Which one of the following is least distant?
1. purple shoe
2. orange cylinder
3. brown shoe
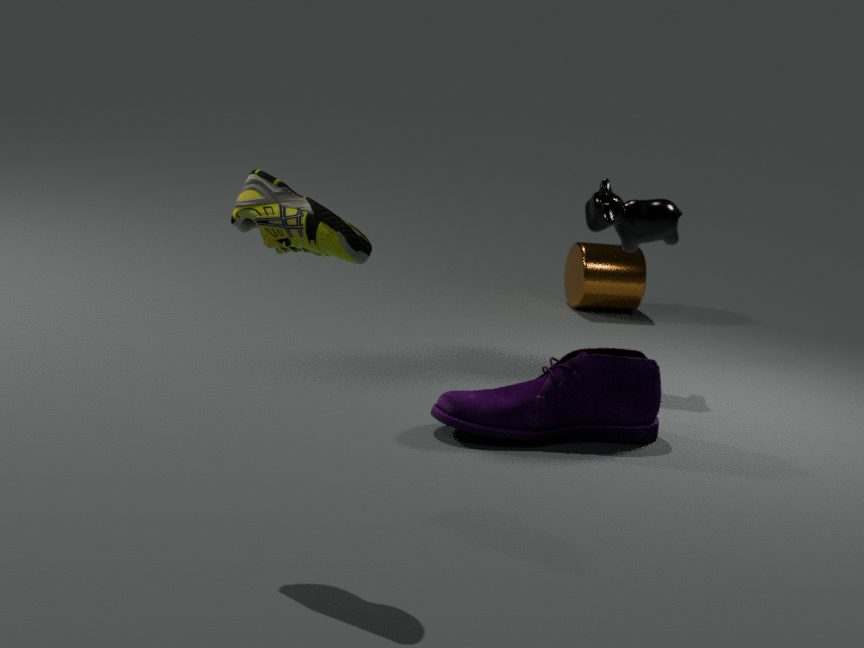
brown shoe
